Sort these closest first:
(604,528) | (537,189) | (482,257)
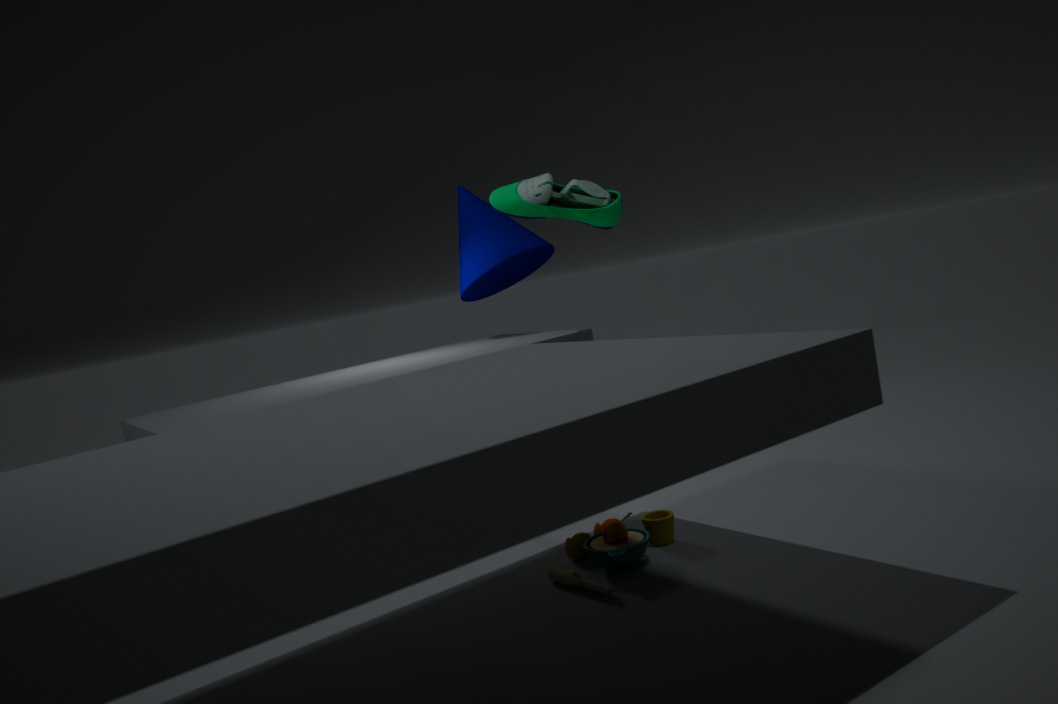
A: (604,528)
(537,189)
(482,257)
